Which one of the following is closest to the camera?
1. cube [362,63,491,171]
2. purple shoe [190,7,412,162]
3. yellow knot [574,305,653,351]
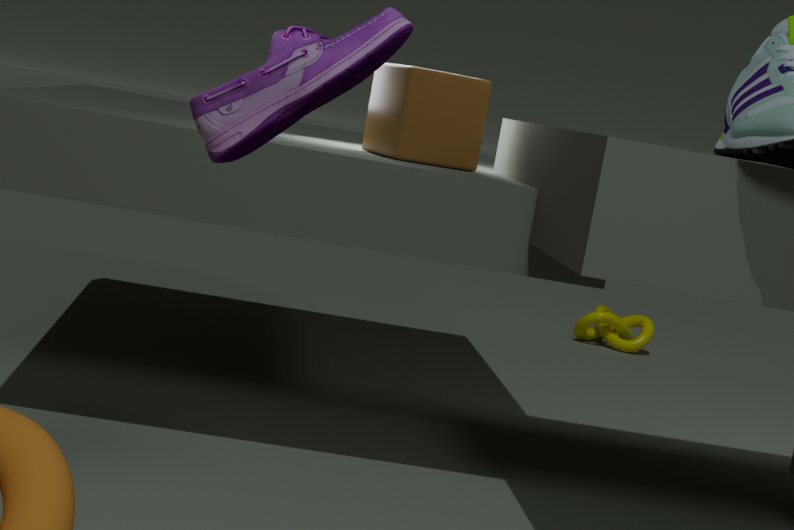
purple shoe [190,7,412,162]
